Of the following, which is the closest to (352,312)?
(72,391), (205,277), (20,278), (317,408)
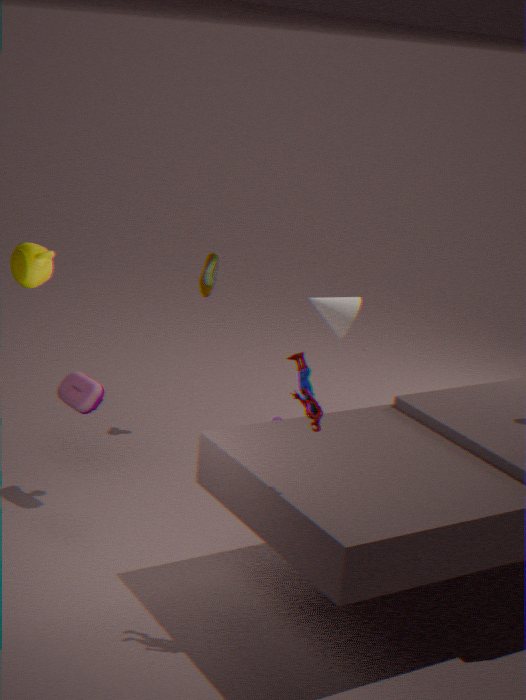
(205,277)
